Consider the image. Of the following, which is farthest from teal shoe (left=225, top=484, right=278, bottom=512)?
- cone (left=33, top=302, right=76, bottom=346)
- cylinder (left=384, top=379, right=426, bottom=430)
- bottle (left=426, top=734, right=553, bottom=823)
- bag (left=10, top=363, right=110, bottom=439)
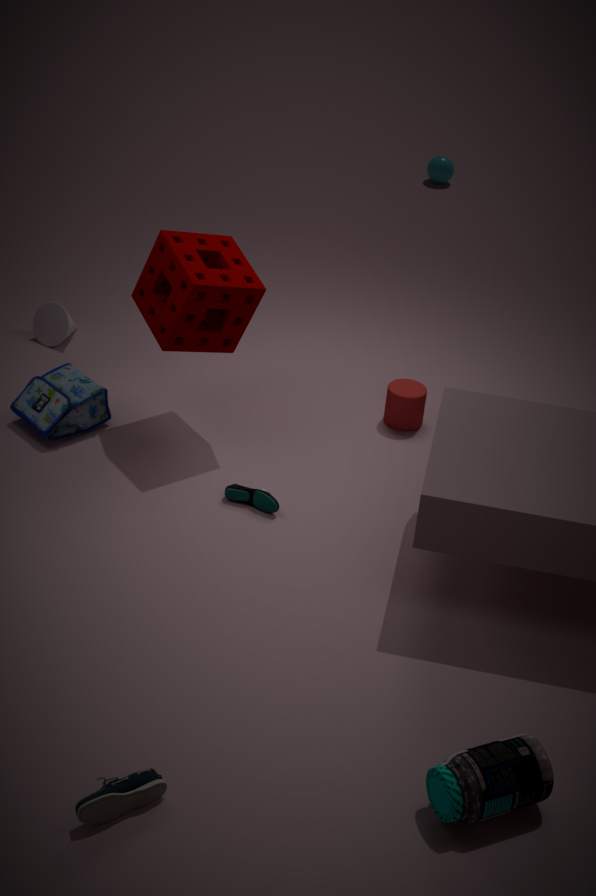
bottle (left=426, top=734, right=553, bottom=823)
